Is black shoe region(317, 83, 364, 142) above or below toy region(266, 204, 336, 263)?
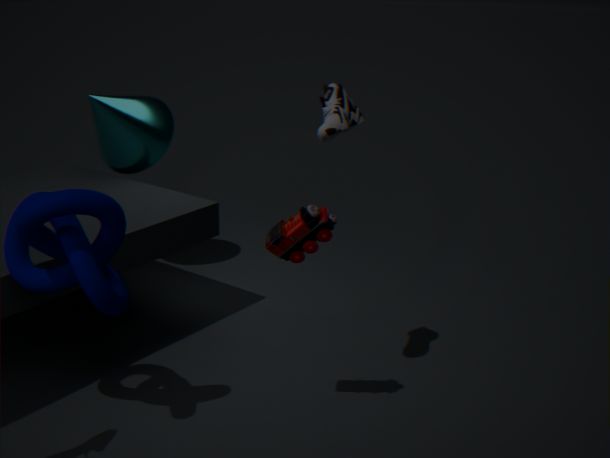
above
